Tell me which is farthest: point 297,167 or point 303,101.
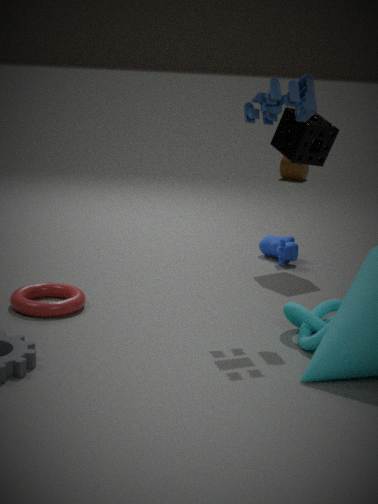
point 297,167
